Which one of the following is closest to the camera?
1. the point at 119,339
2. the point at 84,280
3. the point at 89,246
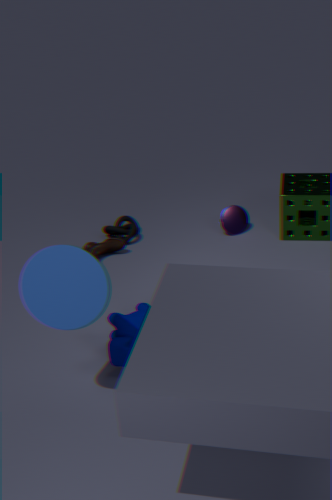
the point at 84,280
